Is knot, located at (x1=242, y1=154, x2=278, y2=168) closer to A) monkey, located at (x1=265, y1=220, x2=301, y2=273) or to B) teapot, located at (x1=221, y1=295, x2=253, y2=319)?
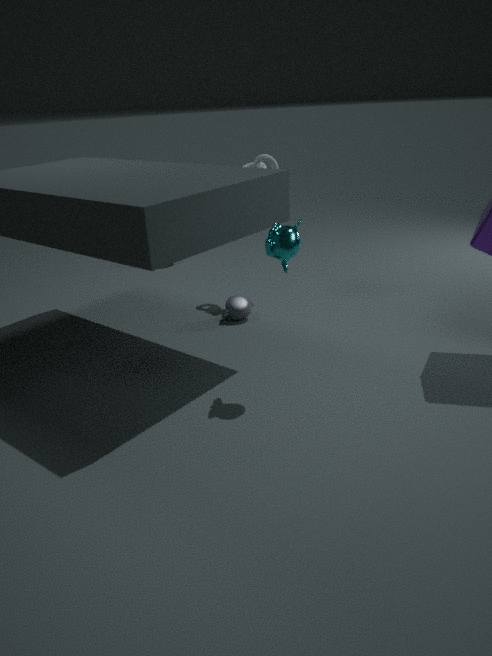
B) teapot, located at (x1=221, y1=295, x2=253, y2=319)
